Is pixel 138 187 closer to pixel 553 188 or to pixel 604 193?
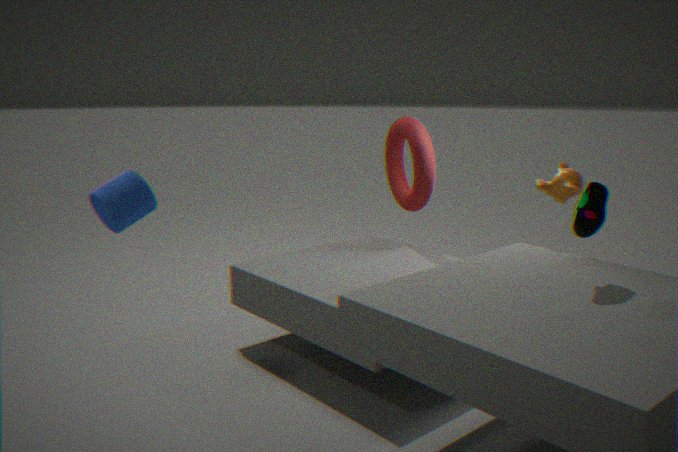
pixel 604 193
